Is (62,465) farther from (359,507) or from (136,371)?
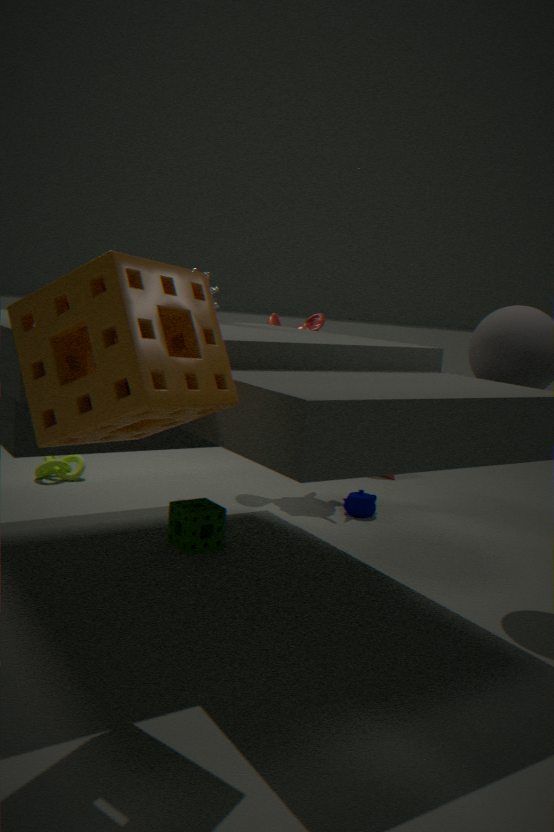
(136,371)
